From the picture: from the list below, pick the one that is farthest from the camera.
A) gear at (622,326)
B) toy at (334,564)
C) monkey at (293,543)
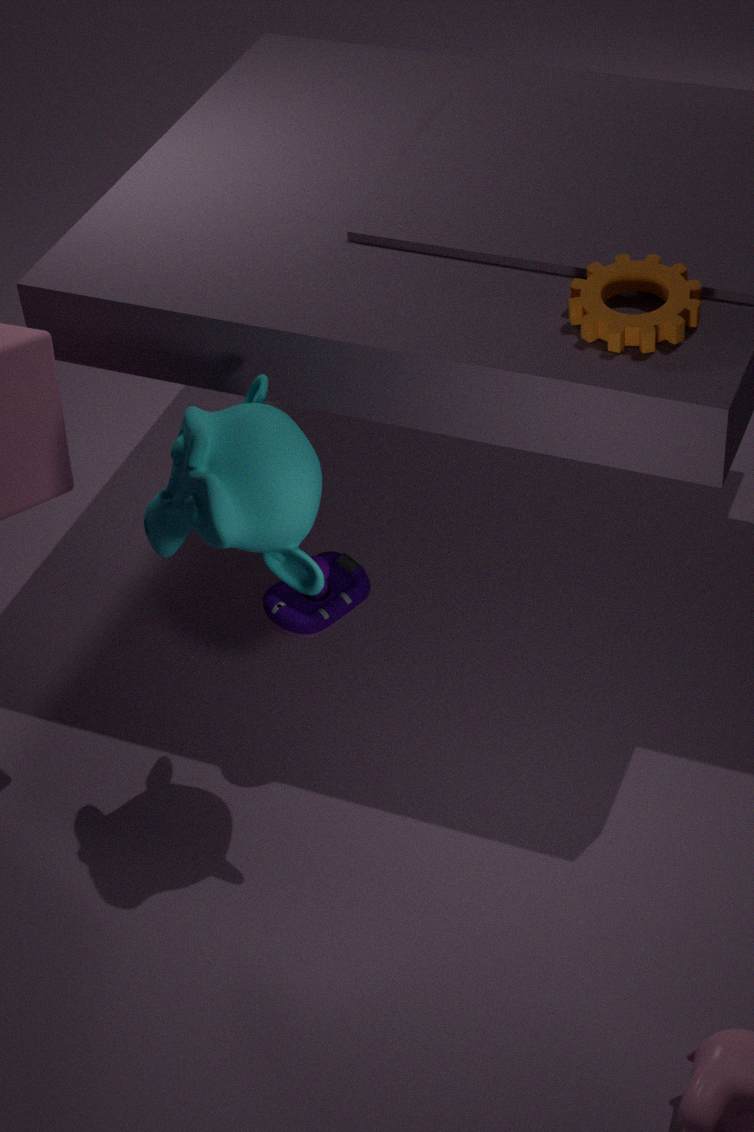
toy at (334,564)
